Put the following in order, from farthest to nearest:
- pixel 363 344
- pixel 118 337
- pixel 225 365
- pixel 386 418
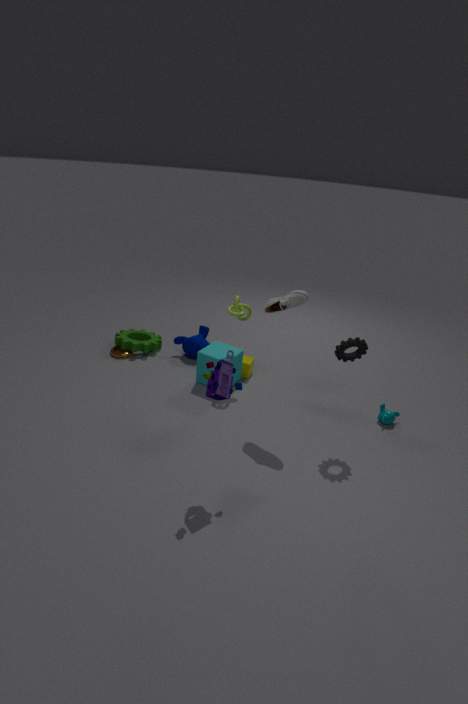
1. pixel 118 337
2. pixel 386 418
3. pixel 363 344
4. pixel 225 365
